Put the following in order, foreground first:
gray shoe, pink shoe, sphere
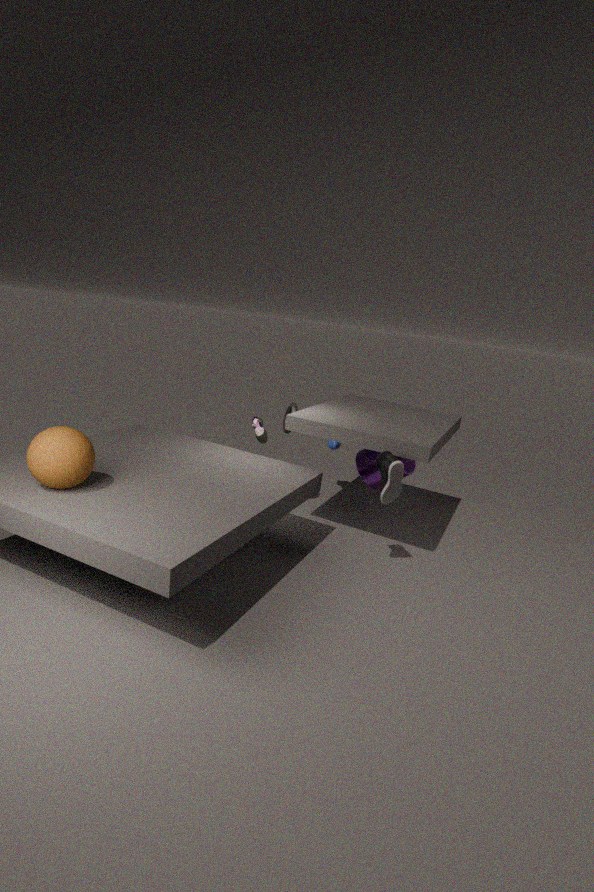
sphere → gray shoe → pink shoe
